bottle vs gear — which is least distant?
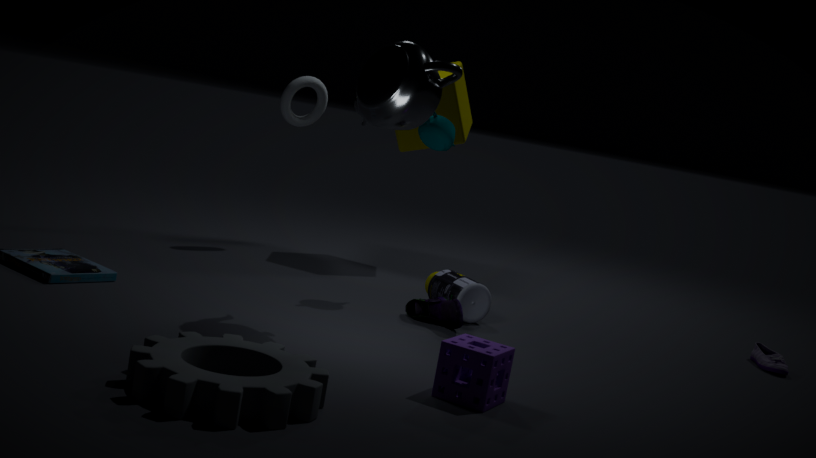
gear
